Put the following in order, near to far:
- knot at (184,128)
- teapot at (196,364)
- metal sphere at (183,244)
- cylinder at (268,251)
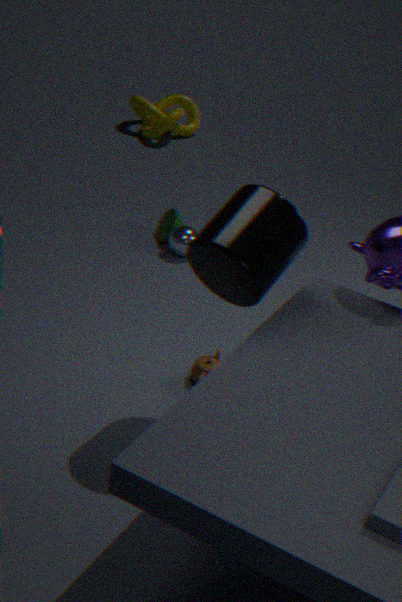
1. cylinder at (268,251)
2. teapot at (196,364)
3. metal sphere at (183,244)
4. knot at (184,128)
